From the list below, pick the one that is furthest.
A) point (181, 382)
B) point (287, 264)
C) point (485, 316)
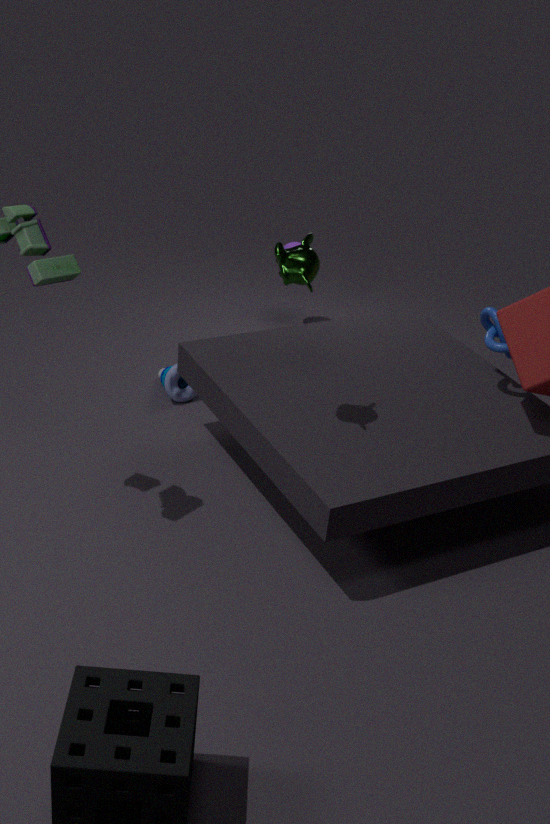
point (181, 382)
